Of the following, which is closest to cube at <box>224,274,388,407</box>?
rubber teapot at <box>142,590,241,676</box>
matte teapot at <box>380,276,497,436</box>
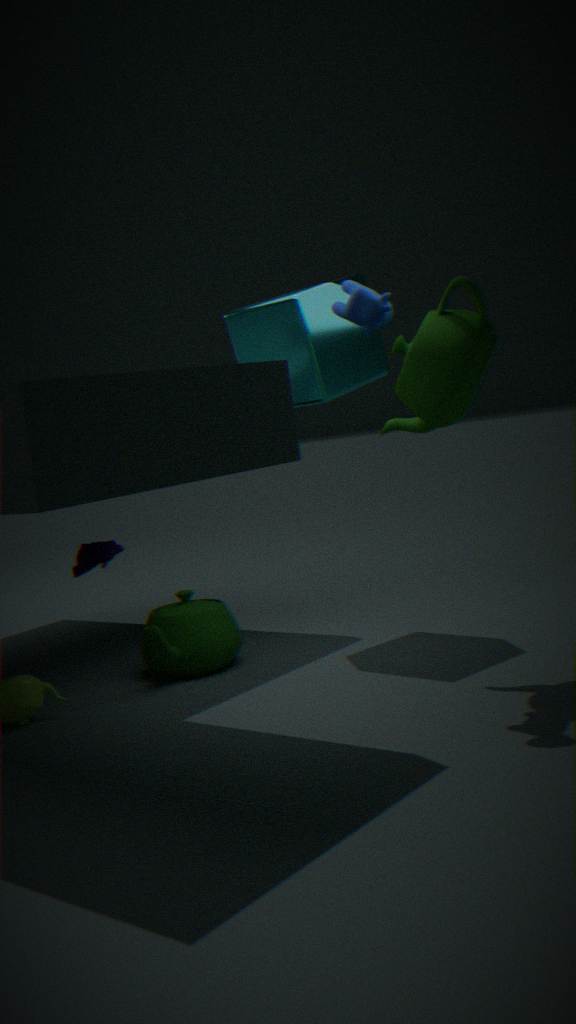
matte teapot at <box>380,276,497,436</box>
